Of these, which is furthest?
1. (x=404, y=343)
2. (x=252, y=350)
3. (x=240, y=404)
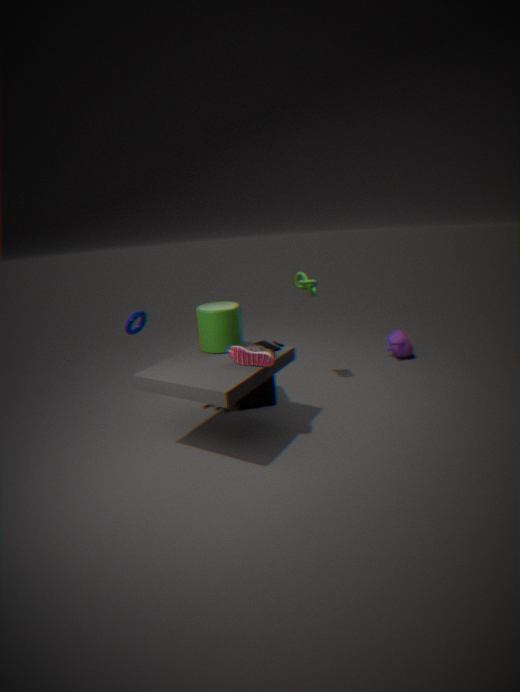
(x=404, y=343)
